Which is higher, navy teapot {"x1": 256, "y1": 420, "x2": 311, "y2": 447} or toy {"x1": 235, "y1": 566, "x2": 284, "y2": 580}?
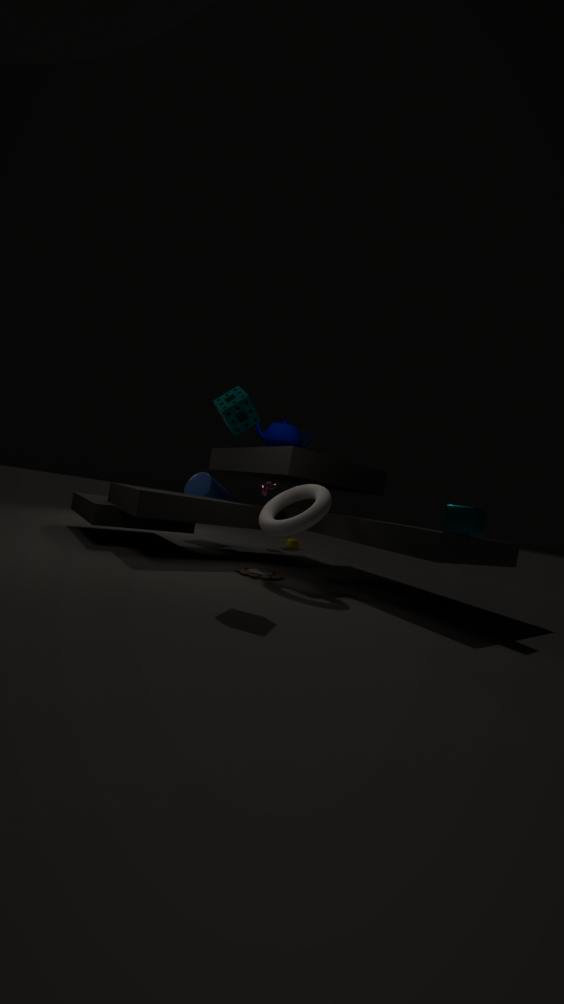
navy teapot {"x1": 256, "y1": 420, "x2": 311, "y2": 447}
